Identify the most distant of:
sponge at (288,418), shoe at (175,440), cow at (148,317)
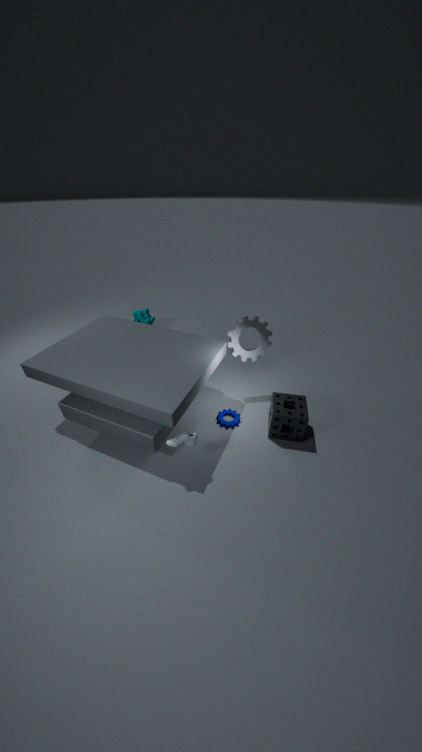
cow at (148,317)
